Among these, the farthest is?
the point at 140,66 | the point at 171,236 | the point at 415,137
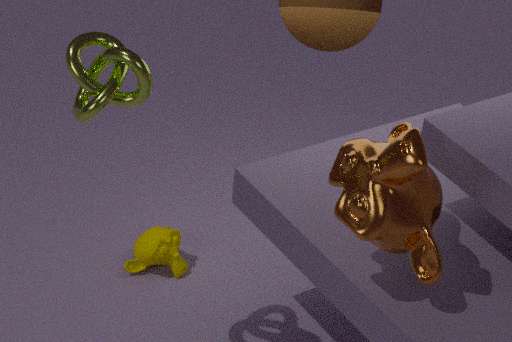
the point at 171,236
